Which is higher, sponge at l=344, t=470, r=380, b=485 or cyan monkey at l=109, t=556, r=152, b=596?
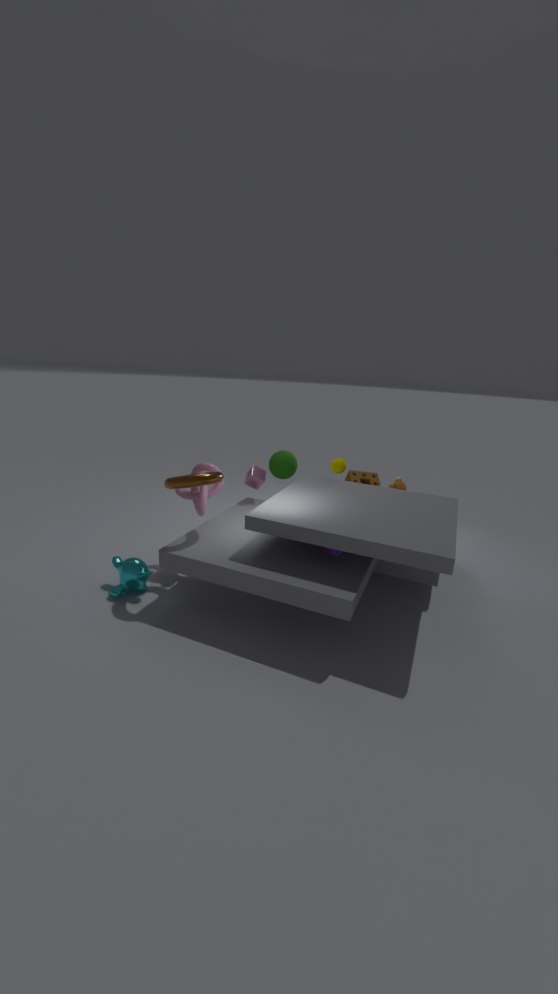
sponge at l=344, t=470, r=380, b=485
